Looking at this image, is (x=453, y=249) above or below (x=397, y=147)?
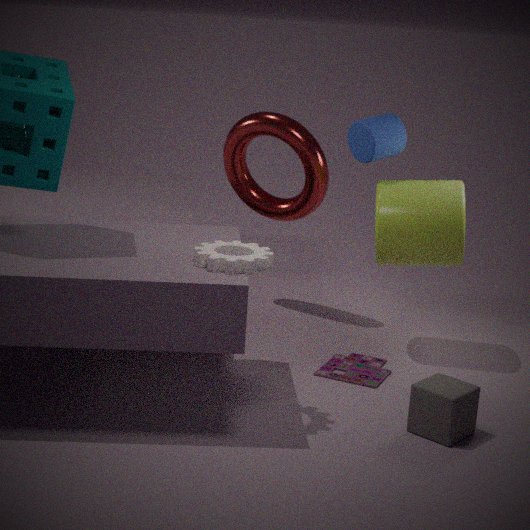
below
